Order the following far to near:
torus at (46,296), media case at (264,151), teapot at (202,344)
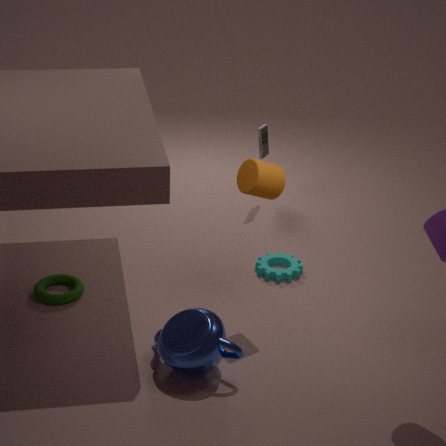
media case at (264,151)
torus at (46,296)
teapot at (202,344)
